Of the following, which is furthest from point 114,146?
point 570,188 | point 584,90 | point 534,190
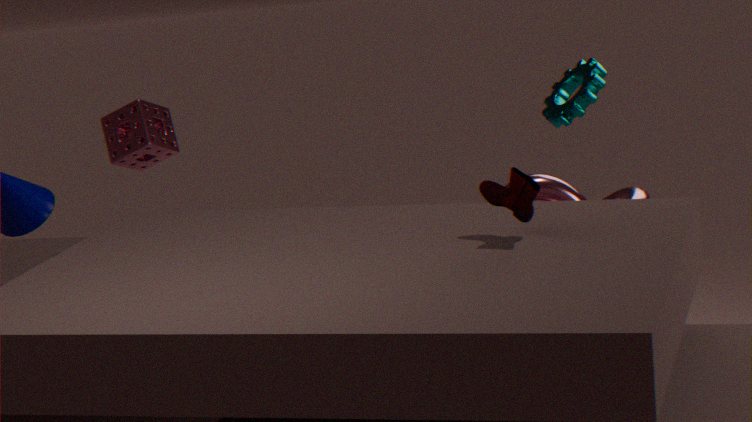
point 534,190
